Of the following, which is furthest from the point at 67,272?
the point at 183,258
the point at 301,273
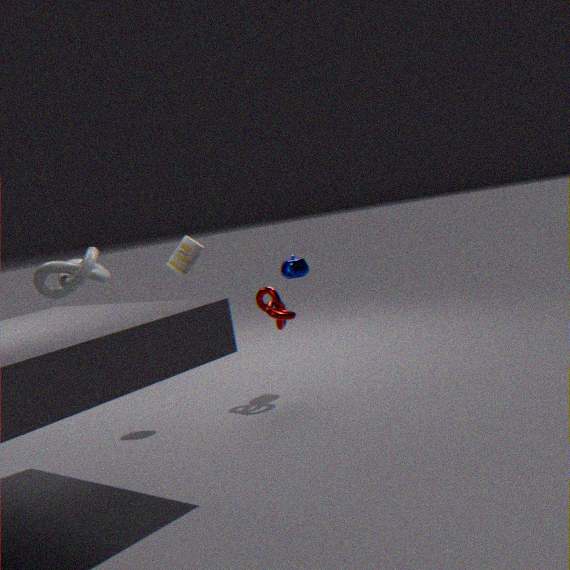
the point at 301,273
